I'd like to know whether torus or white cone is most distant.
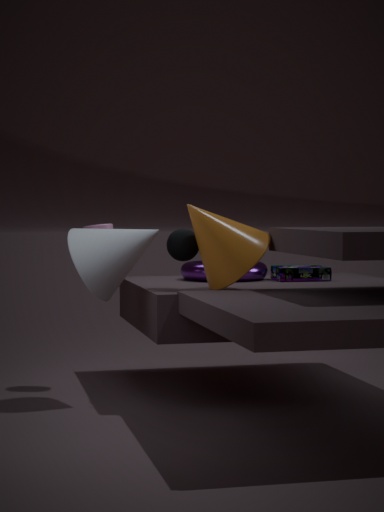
torus
